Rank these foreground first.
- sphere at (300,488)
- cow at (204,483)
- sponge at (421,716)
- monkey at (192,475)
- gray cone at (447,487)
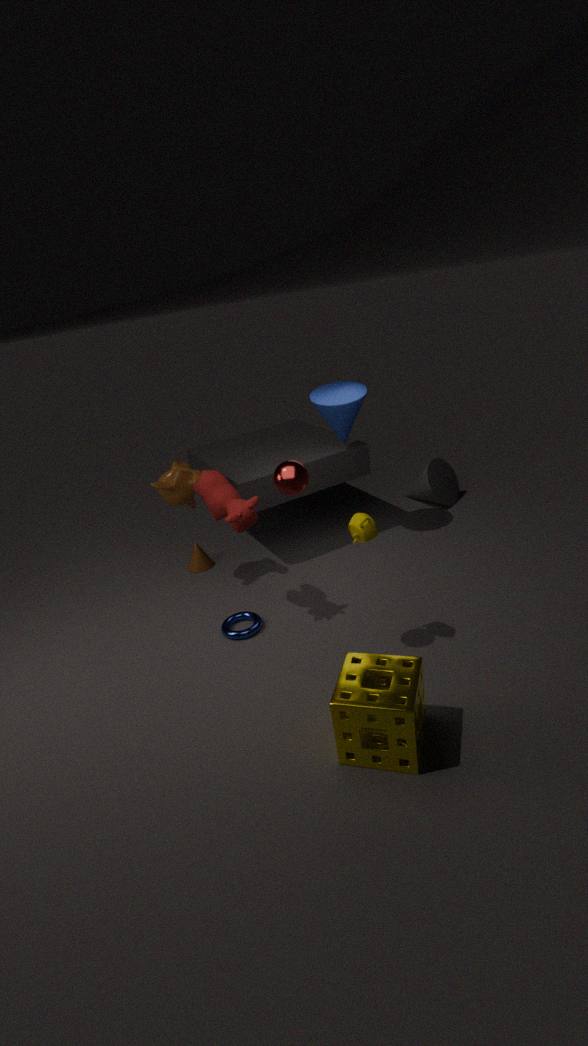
sponge at (421,716) < sphere at (300,488) < cow at (204,483) < monkey at (192,475) < gray cone at (447,487)
